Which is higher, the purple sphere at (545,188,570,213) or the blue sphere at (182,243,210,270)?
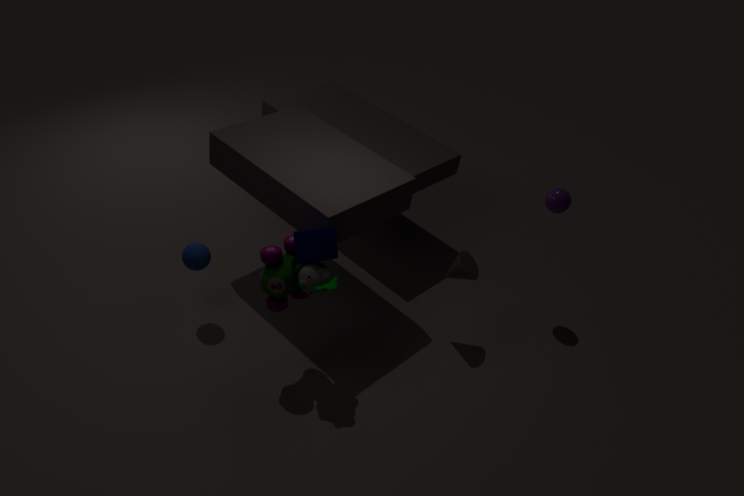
the purple sphere at (545,188,570,213)
